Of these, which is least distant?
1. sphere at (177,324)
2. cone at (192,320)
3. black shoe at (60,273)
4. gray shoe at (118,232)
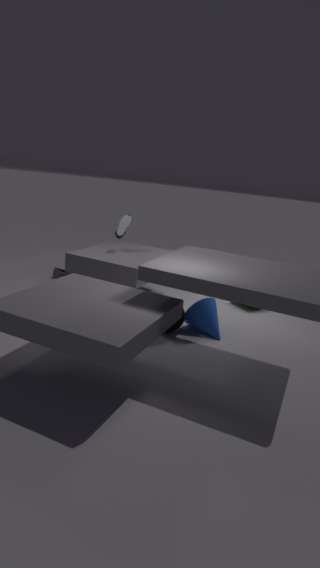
sphere at (177,324)
